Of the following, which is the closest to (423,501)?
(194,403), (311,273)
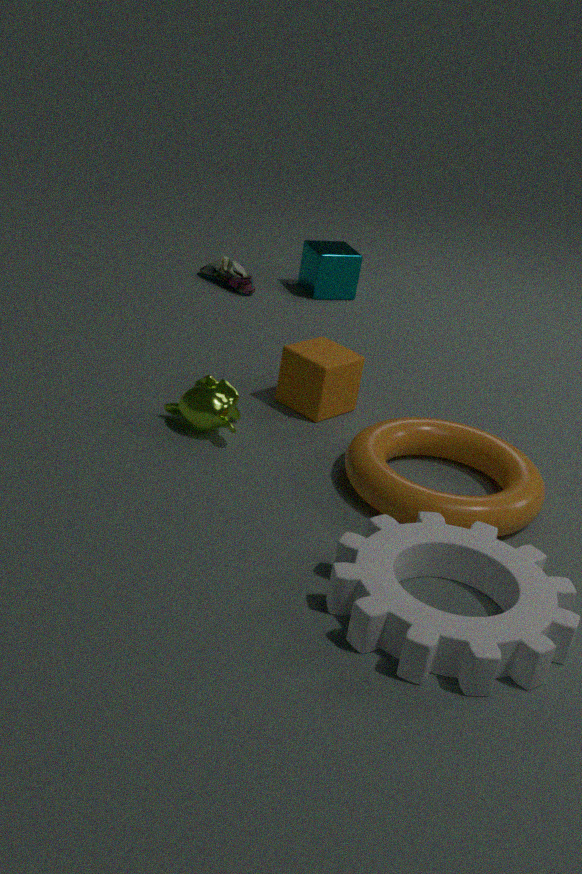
(194,403)
